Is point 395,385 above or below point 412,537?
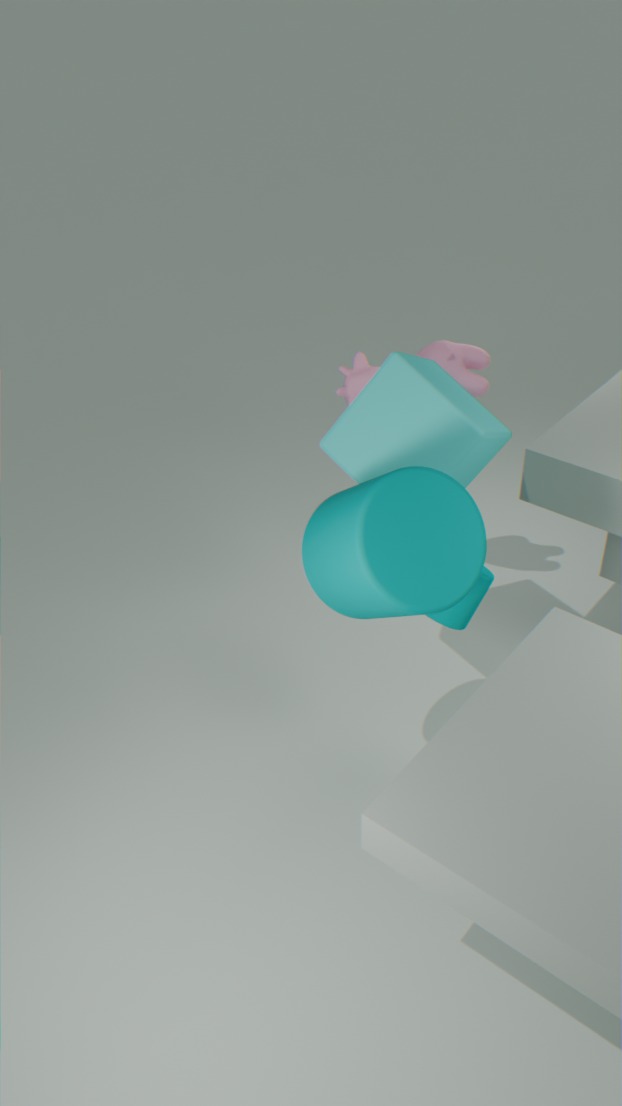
above
